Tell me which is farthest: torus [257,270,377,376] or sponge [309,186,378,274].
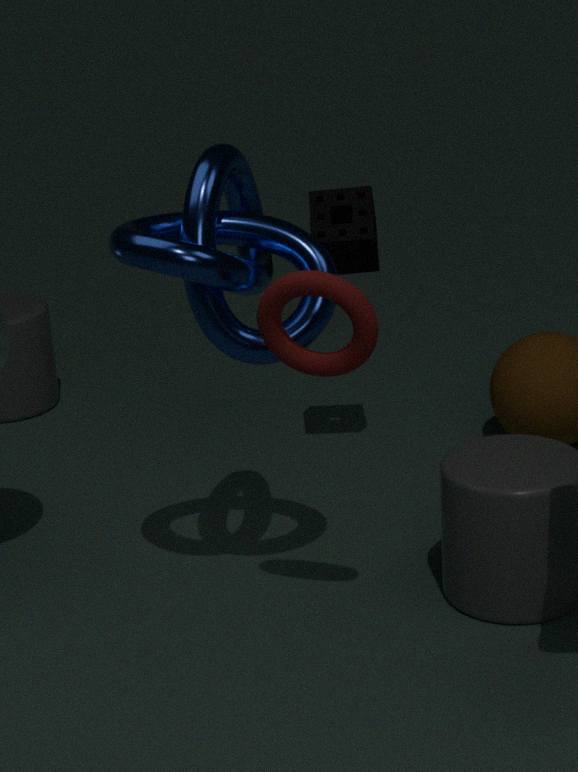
sponge [309,186,378,274]
